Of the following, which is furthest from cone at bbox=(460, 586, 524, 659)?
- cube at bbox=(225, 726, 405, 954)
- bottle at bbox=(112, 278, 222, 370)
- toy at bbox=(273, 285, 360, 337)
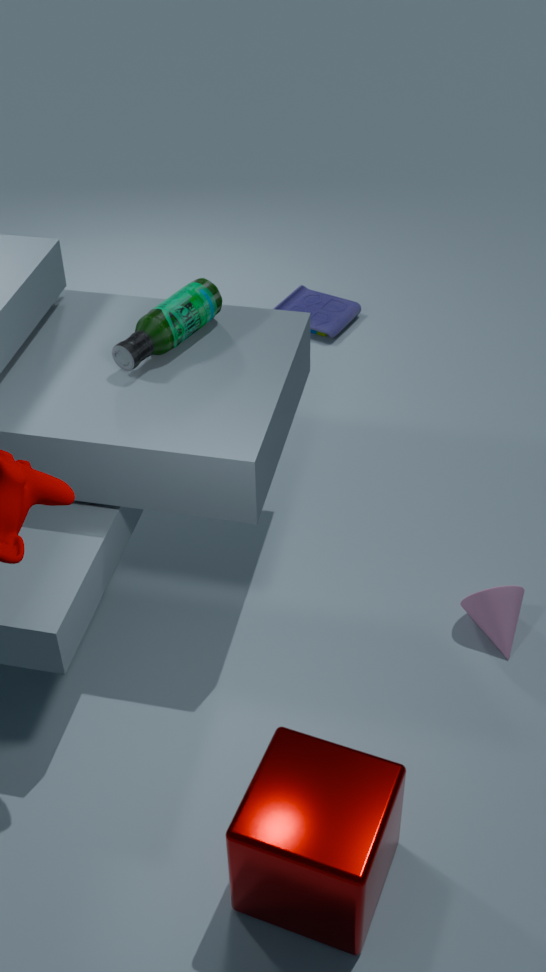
toy at bbox=(273, 285, 360, 337)
